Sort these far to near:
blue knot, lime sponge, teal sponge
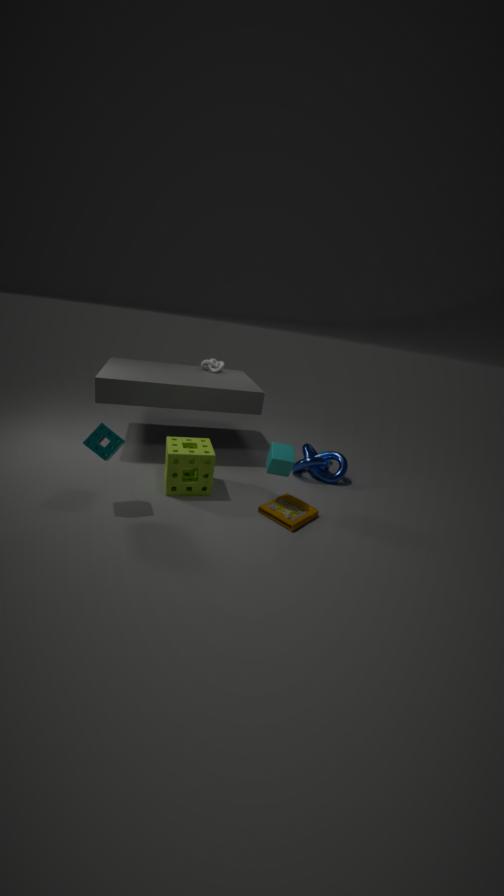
blue knot < lime sponge < teal sponge
